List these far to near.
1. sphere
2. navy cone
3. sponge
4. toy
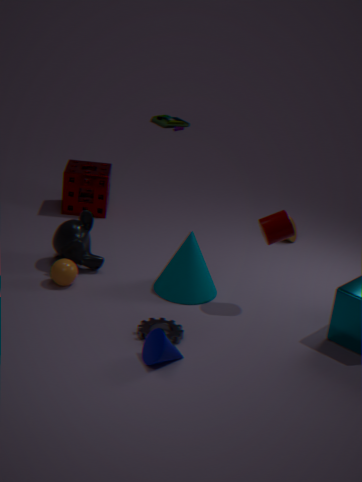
toy → sponge → sphere → navy cone
